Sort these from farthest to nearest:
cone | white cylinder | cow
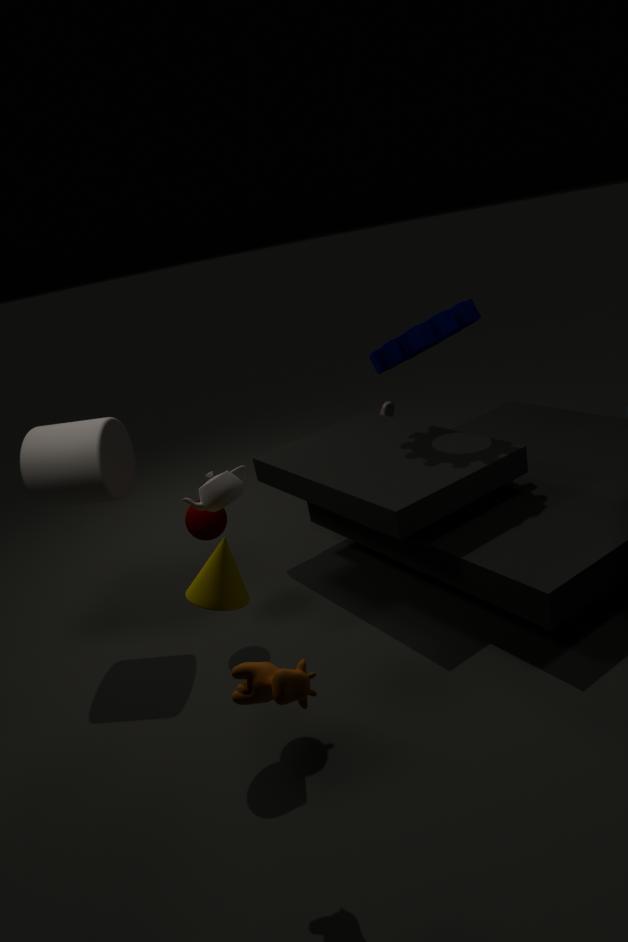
white cylinder, cone, cow
